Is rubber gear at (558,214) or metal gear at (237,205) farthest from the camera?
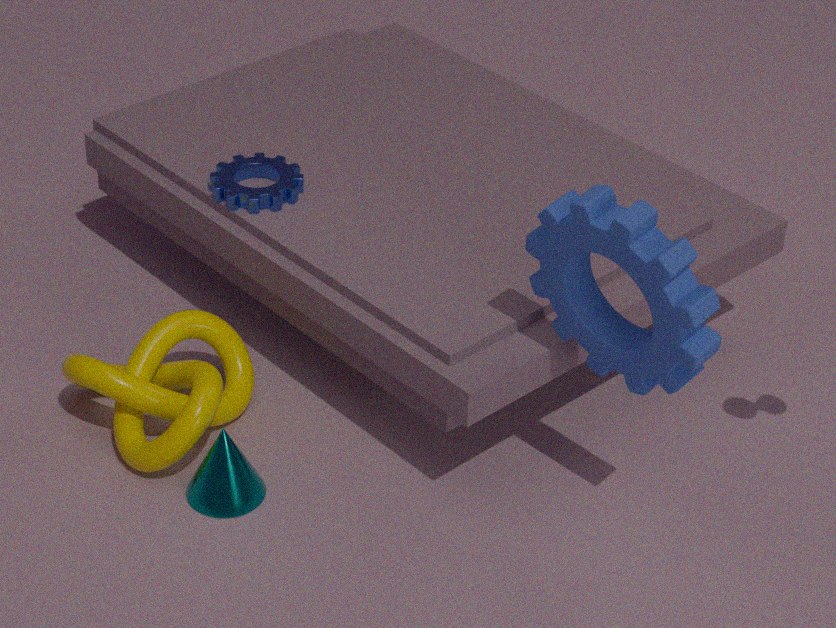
metal gear at (237,205)
